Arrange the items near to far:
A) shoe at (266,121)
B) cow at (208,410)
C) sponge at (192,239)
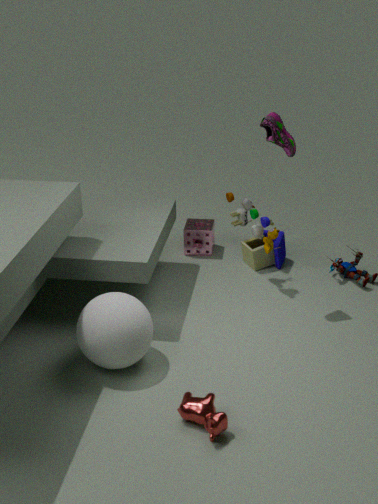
cow at (208,410) → shoe at (266,121) → sponge at (192,239)
